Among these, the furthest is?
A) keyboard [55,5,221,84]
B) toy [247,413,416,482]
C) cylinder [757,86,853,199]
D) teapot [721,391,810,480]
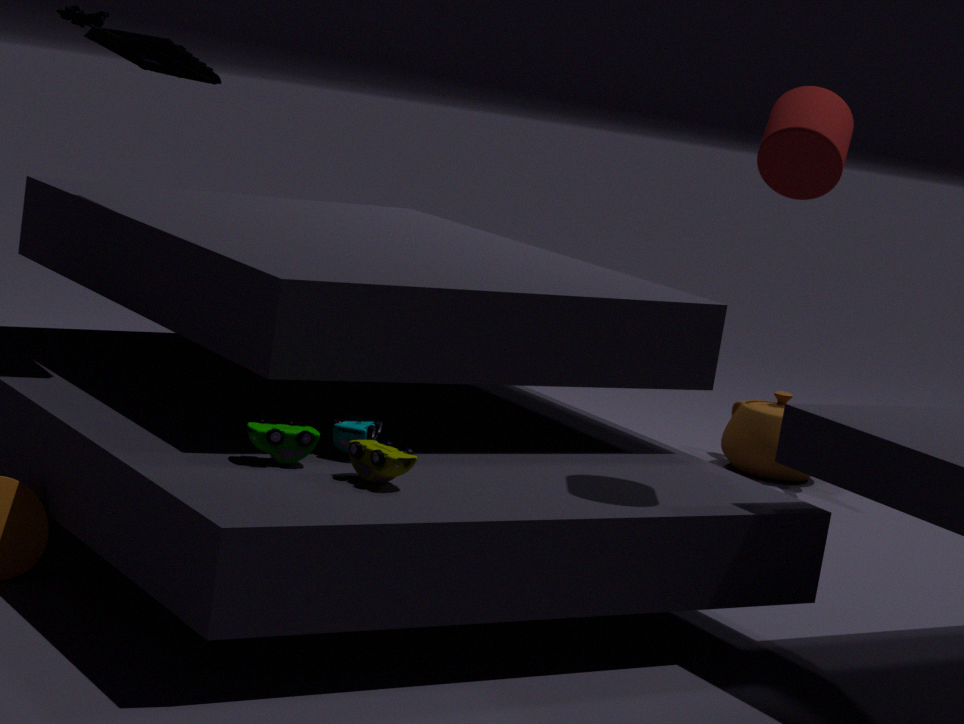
teapot [721,391,810,480]
